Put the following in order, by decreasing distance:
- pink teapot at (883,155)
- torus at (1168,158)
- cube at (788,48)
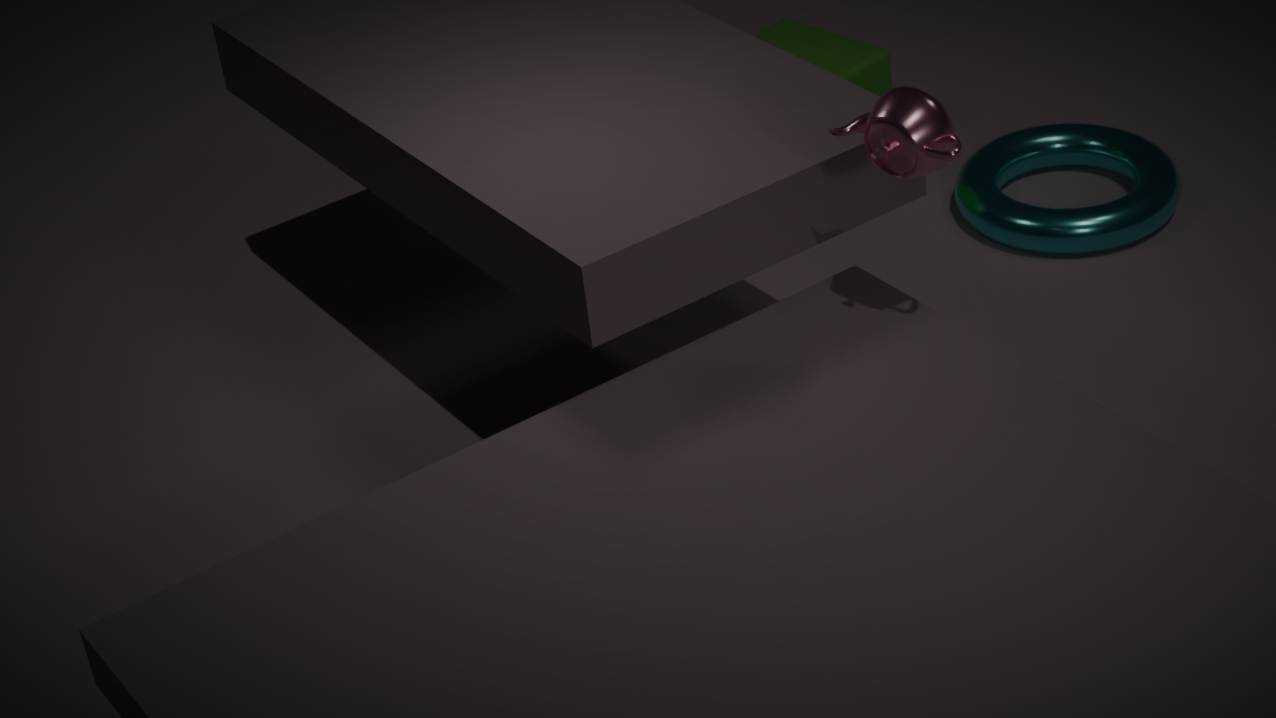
cube at (788,48)
torus at (1168,158)
pink teapot at (883,155)
